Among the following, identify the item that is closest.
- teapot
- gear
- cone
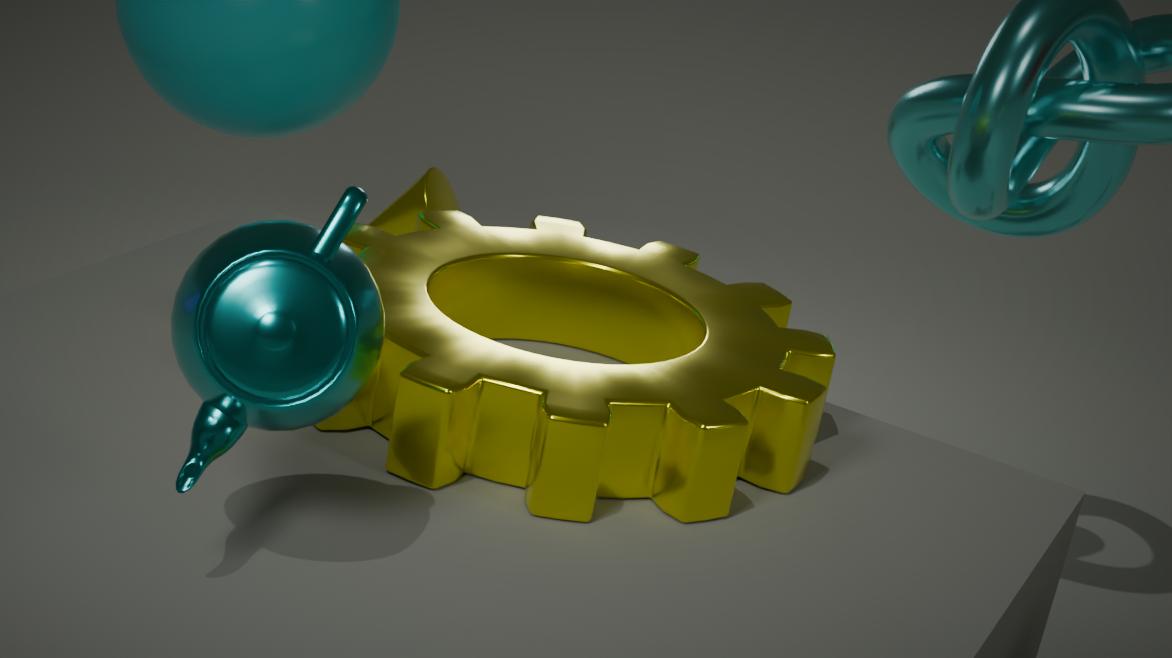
teapot
